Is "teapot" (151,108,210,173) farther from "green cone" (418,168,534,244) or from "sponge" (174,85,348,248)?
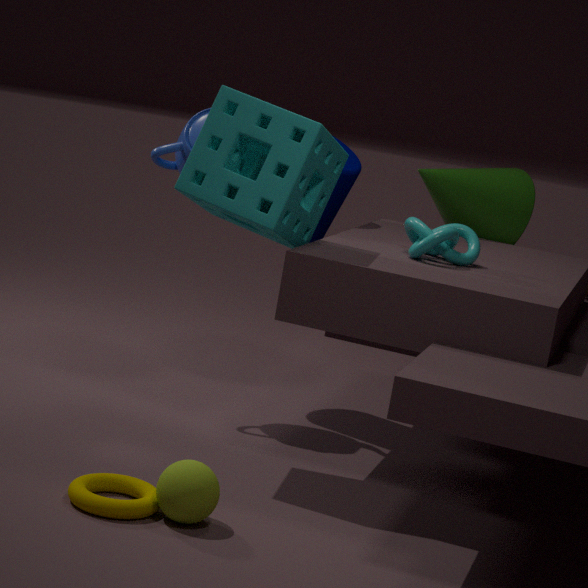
"green cone" (418,168,534,244)
